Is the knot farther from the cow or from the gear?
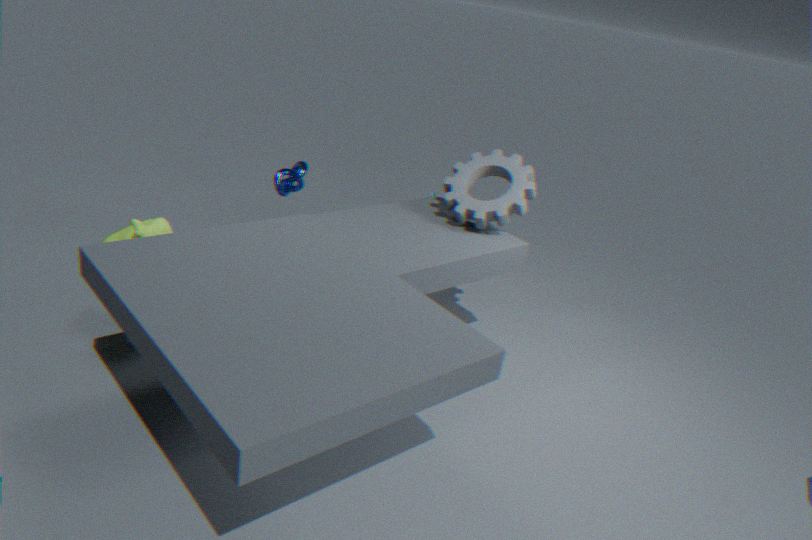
the gear
